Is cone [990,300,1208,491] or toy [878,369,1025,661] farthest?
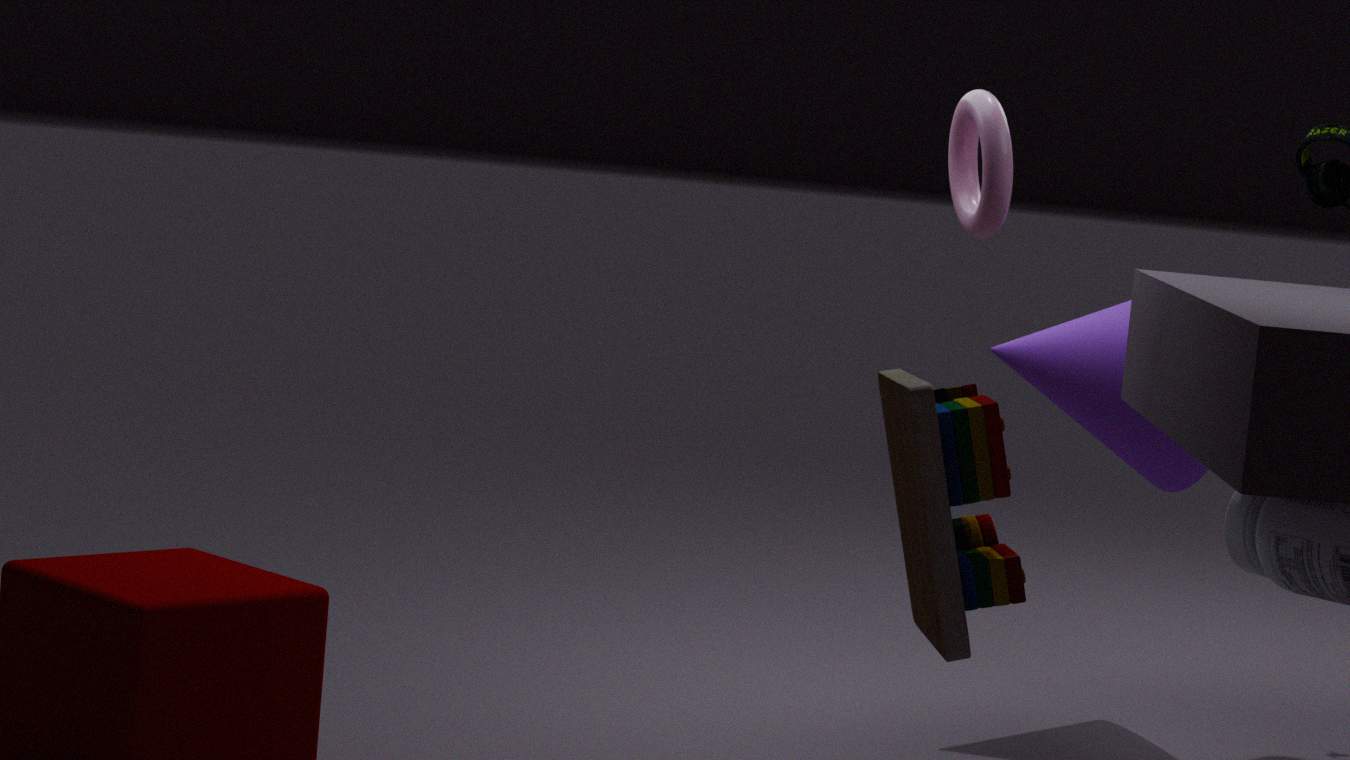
cone [990,300,1208,491]
